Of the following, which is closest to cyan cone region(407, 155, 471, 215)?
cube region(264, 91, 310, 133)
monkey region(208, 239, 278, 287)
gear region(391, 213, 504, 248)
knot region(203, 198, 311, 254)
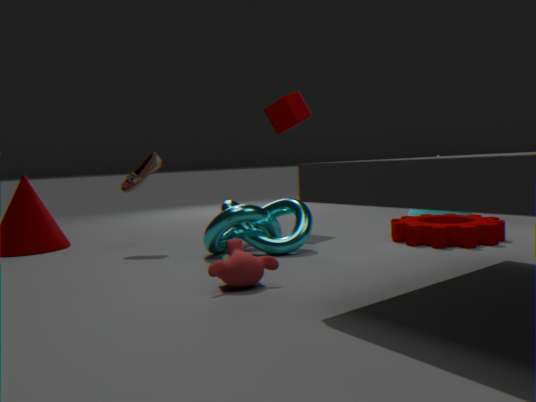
gear region(391, 213, 504, 248)
